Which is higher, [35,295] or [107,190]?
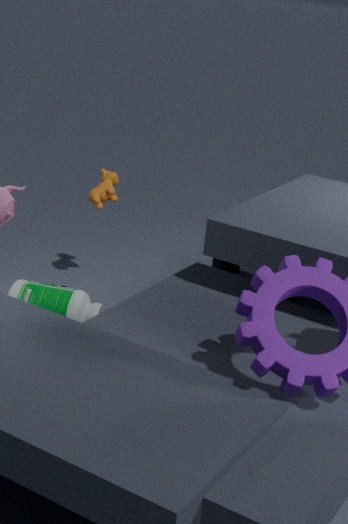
[107,190]
